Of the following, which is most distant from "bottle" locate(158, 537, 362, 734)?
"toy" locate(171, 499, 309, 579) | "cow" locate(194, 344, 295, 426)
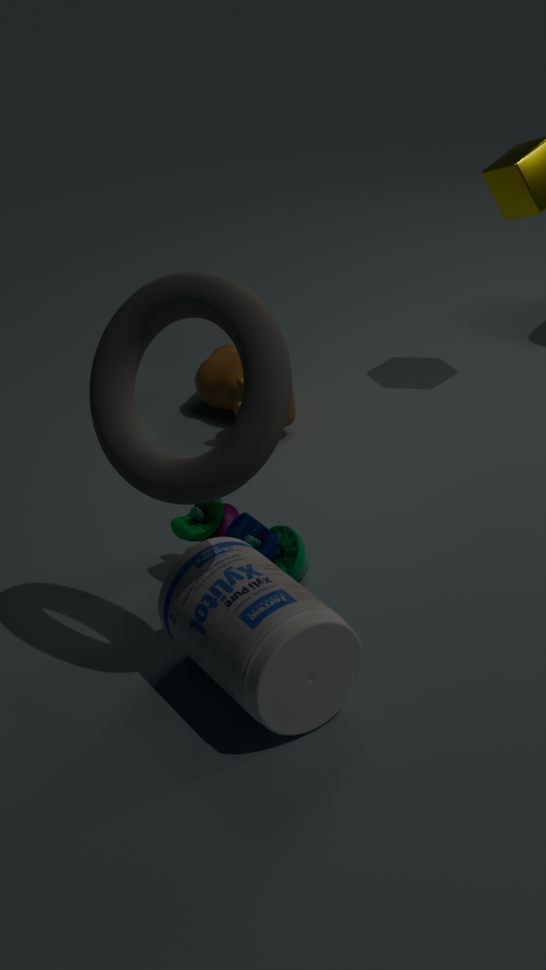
"cow" locate(194, 344, 295, 426)
